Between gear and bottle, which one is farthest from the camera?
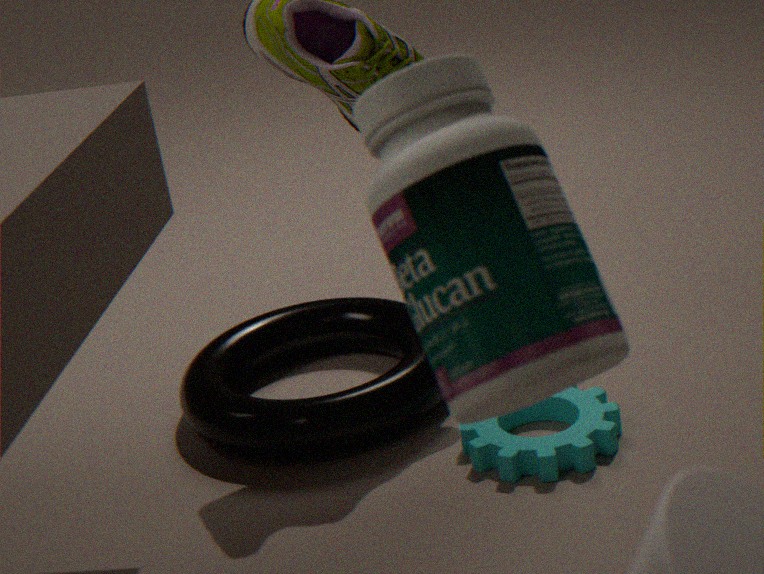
gear
